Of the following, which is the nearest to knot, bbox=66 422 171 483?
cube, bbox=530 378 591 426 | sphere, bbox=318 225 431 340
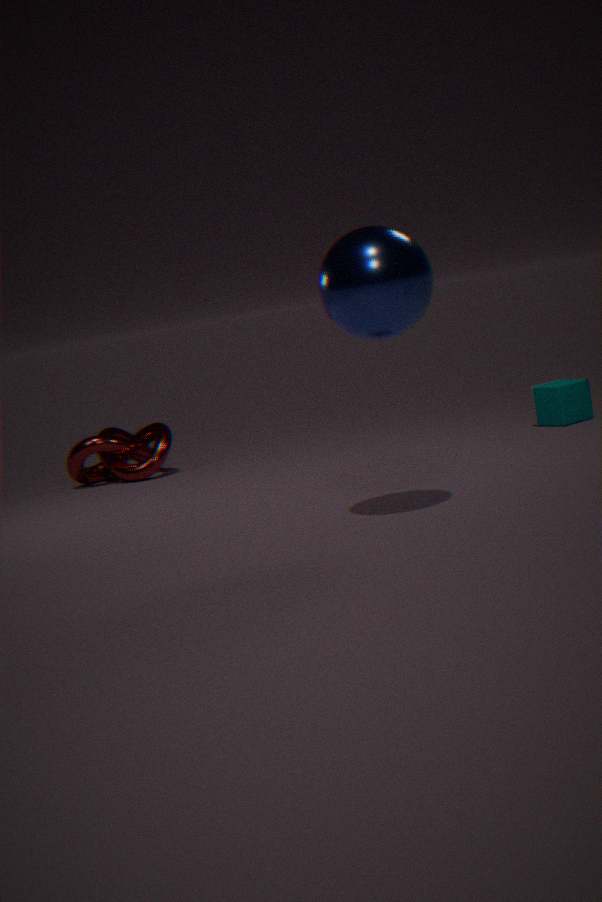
cube, bbox=530 378 591 426
